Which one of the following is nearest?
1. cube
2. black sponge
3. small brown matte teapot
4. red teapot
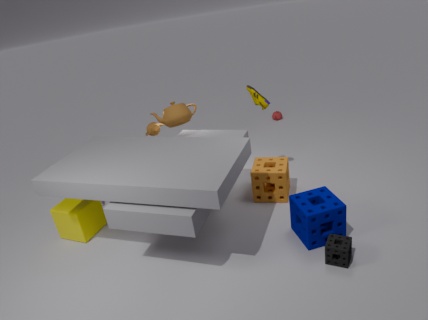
black sponge
